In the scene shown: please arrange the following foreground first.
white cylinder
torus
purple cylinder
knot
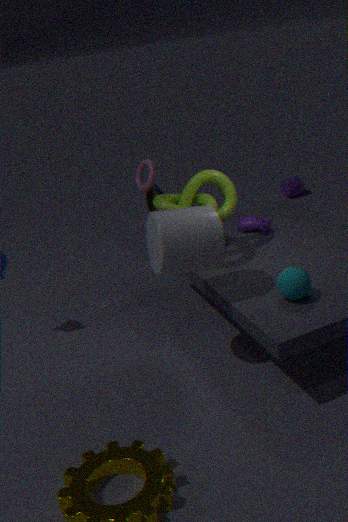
white cylinder, knot, torus, purple cylinder
